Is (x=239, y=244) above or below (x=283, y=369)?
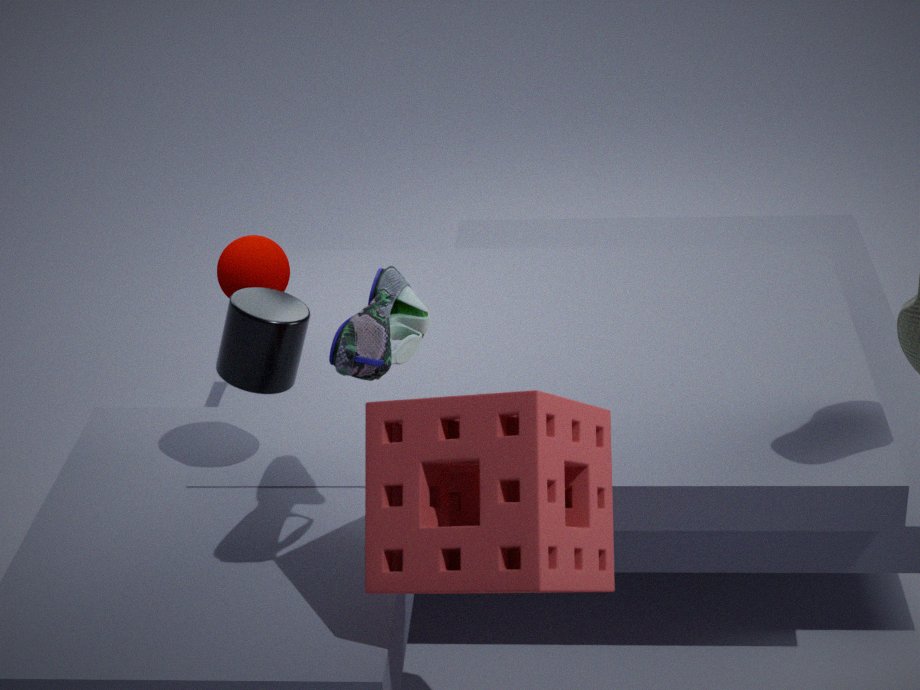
below
